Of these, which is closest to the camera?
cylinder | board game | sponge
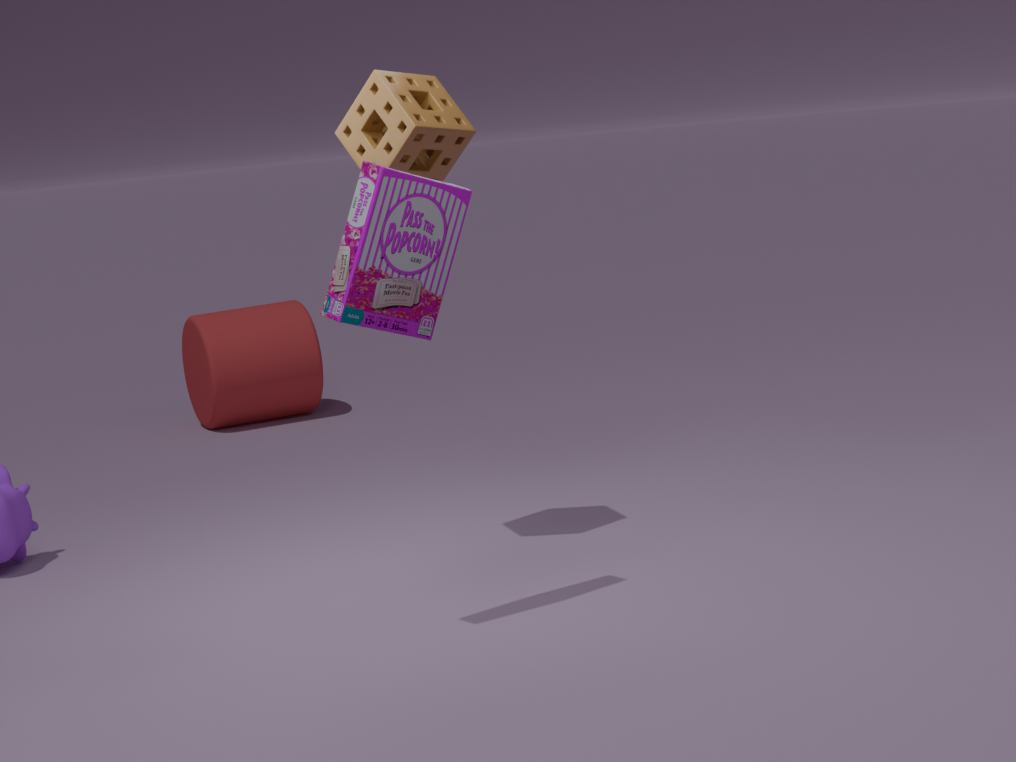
board game
